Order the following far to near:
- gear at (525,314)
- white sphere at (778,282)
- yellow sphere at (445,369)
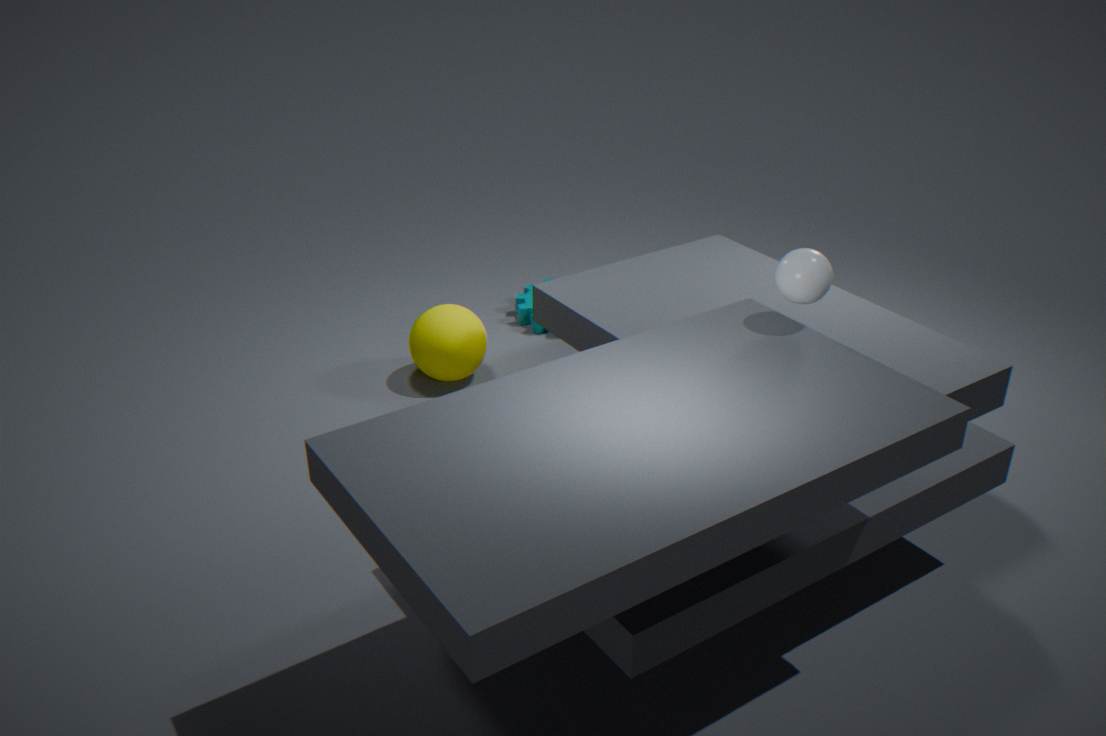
gear at (525,314) < yellow sphere at (445,369) < white sphere at (778,282)
